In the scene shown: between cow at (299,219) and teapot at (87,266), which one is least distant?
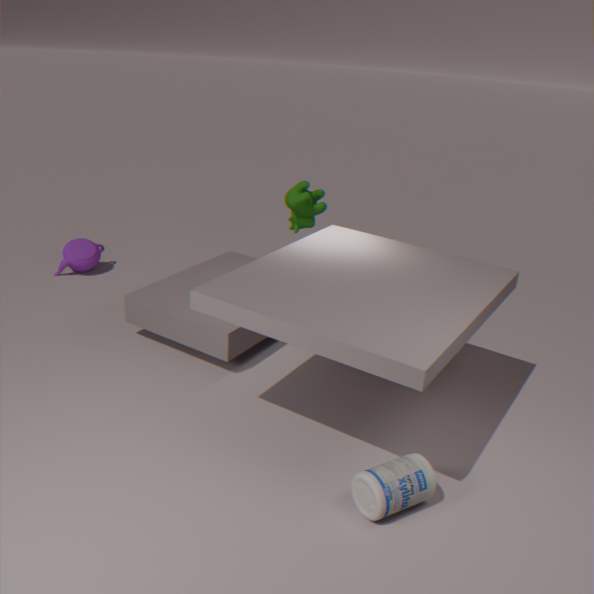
cow at (299,219)
